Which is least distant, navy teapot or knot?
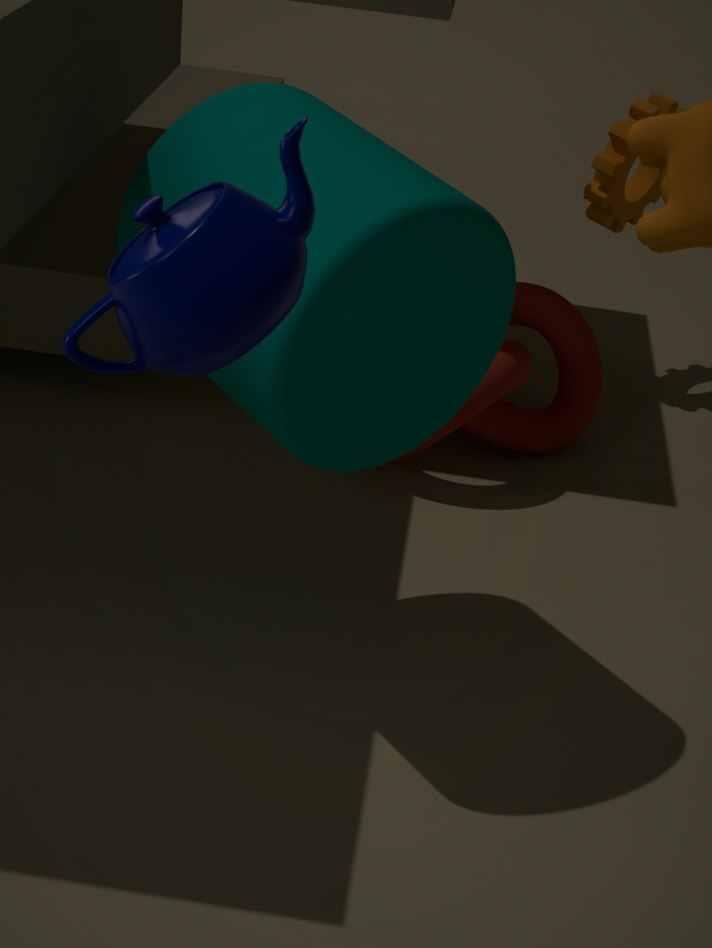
navy teapot
